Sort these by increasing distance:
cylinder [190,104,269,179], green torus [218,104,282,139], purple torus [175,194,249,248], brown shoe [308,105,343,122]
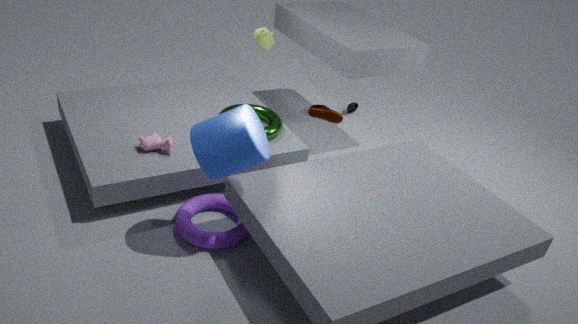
cylinder [190,104,269,179] → purple torus [175,194,249,248] → green torus [218,104,282,139] → brown shoe [308,105,343,122]
